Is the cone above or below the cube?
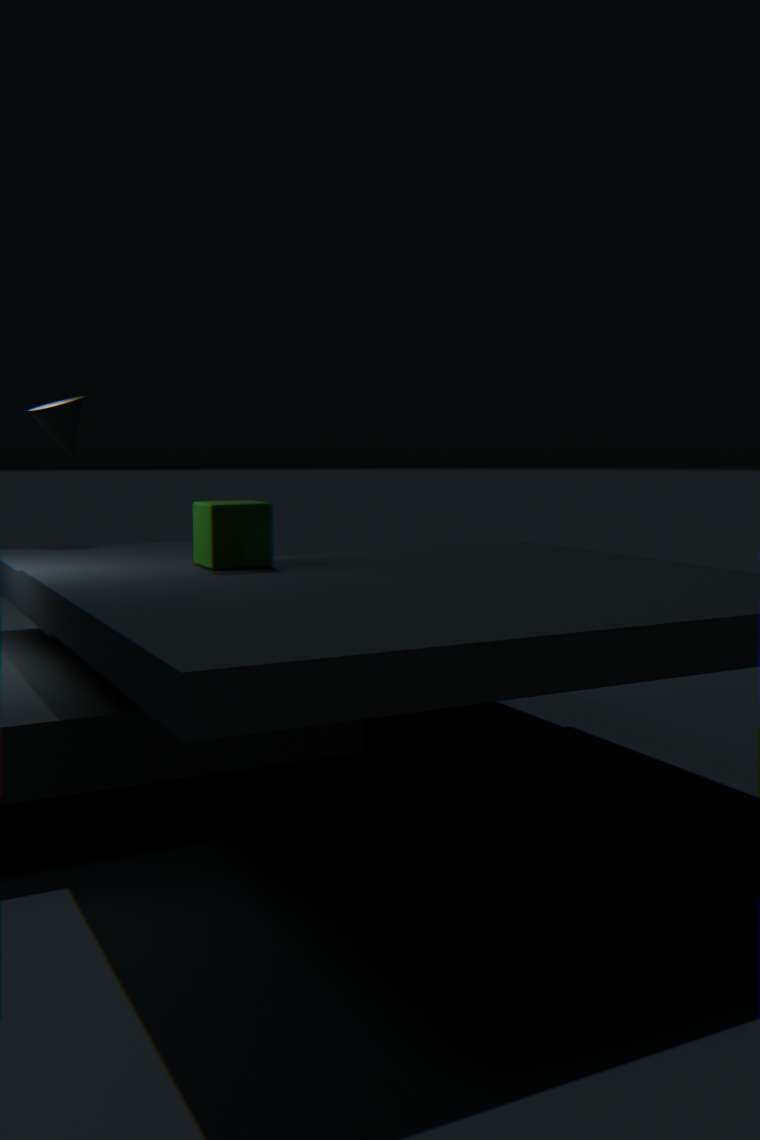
above
